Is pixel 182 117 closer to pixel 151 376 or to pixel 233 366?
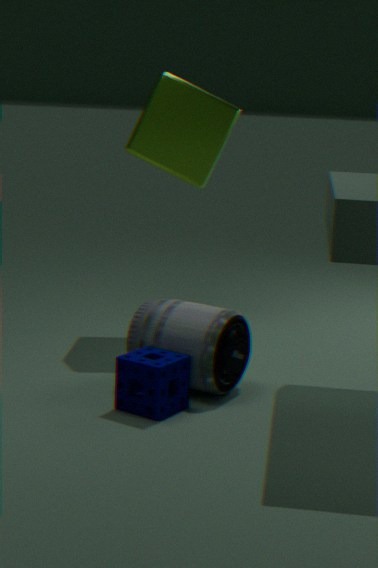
pixel 233 366
